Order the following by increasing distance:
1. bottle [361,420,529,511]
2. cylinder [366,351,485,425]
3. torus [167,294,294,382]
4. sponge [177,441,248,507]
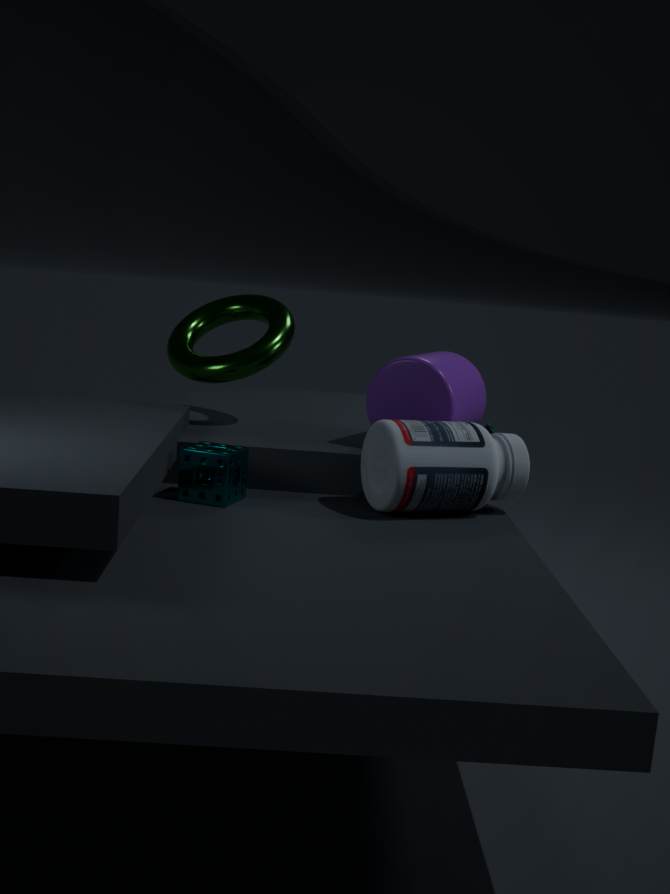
bottle [361,420,529,511] → sponge [177,441,248,507] → cylinder [366,351,485,425] → torus [167,294,294,382]
